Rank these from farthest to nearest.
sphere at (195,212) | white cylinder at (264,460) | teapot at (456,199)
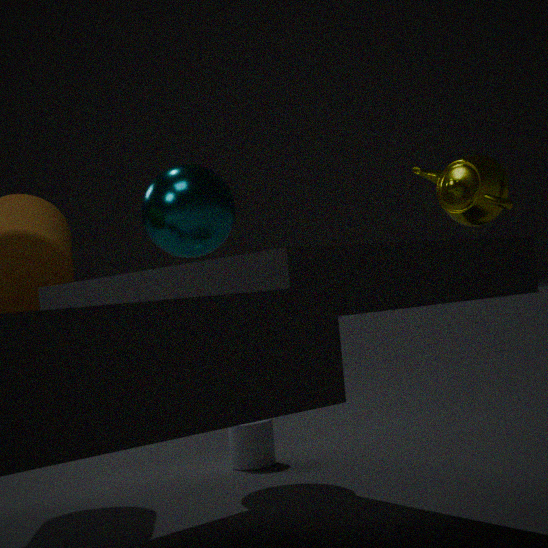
1. white cylinder at (264,460)
2. sphere at (195,212)
3. teapot at (456,199)
